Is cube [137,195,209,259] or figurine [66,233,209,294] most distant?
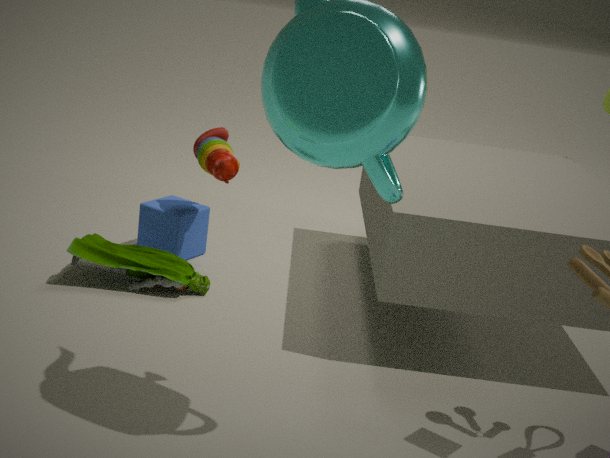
cube [137,195,209,259]
